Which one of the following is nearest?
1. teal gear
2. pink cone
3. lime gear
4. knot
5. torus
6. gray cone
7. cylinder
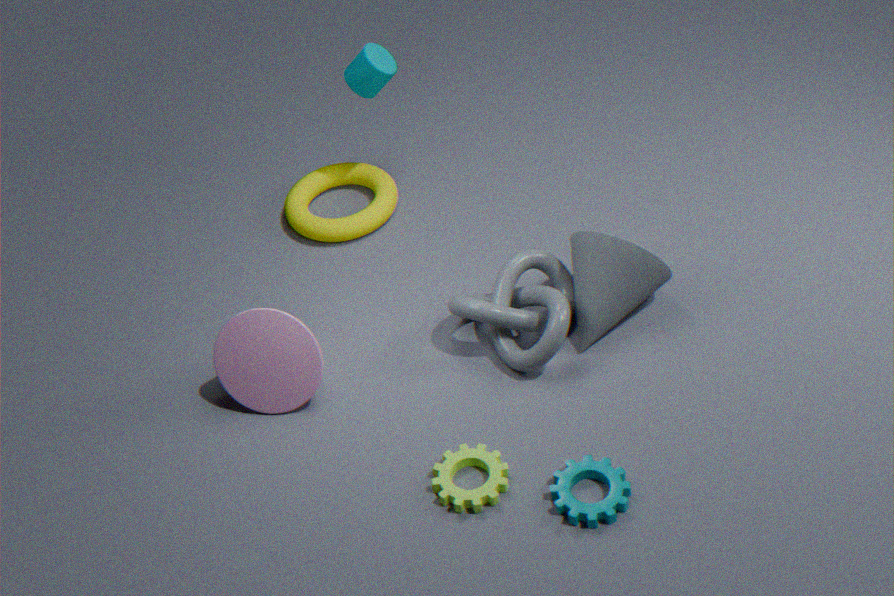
teal gear
